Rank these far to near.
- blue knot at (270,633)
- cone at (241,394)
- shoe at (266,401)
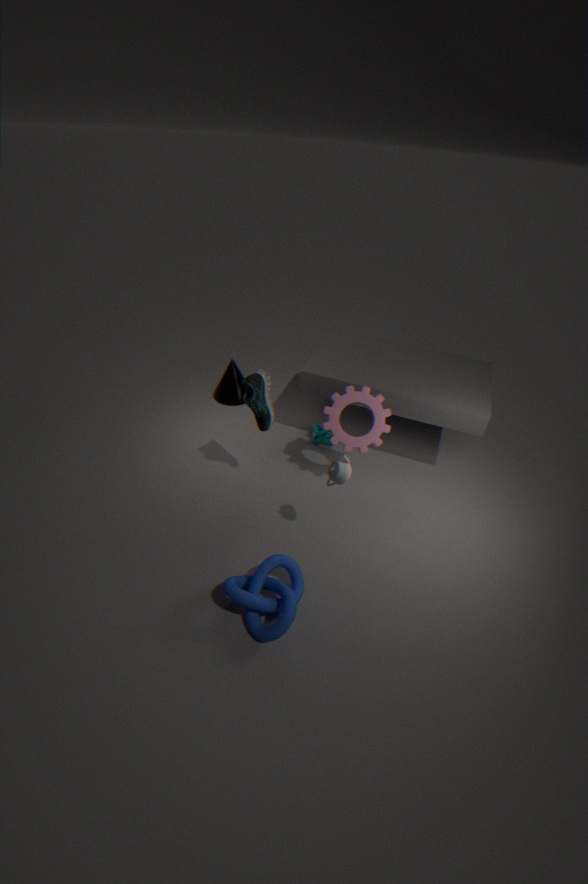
cone at (241,394)
shoe at (266,401)
blue knot at (270,633)
